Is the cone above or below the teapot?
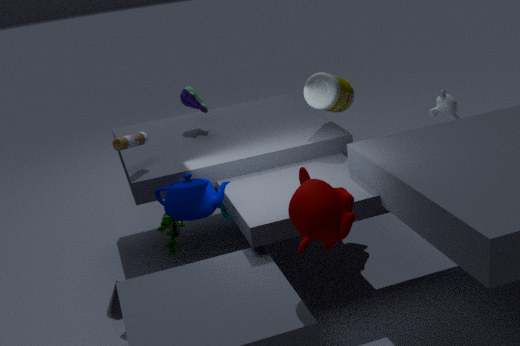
below
